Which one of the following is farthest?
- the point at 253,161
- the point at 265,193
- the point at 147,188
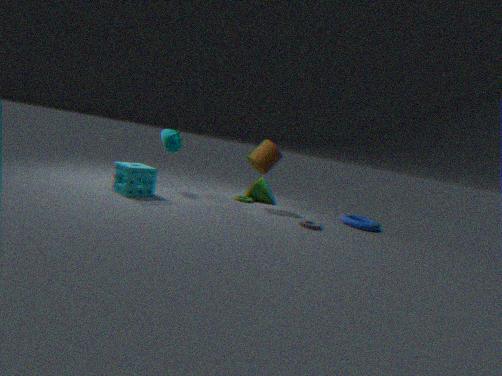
the point at 265,193
